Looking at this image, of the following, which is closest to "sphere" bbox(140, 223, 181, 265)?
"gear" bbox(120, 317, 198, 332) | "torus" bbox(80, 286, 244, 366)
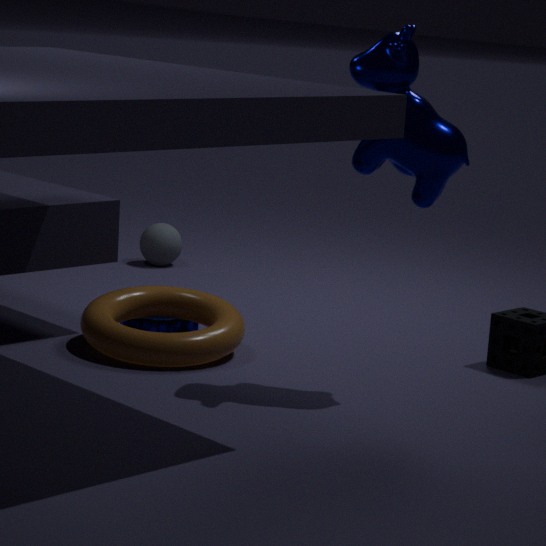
"gear" bbox(120, 317, 198, 332)
